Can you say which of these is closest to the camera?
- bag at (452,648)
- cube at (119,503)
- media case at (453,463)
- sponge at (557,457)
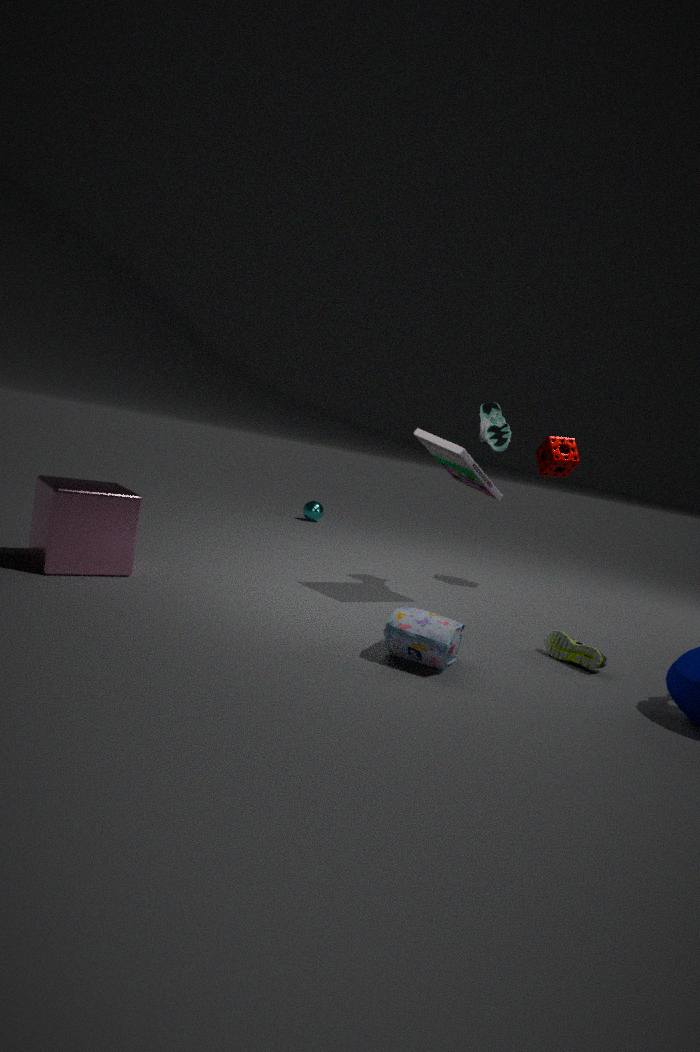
bag at (452,648)
